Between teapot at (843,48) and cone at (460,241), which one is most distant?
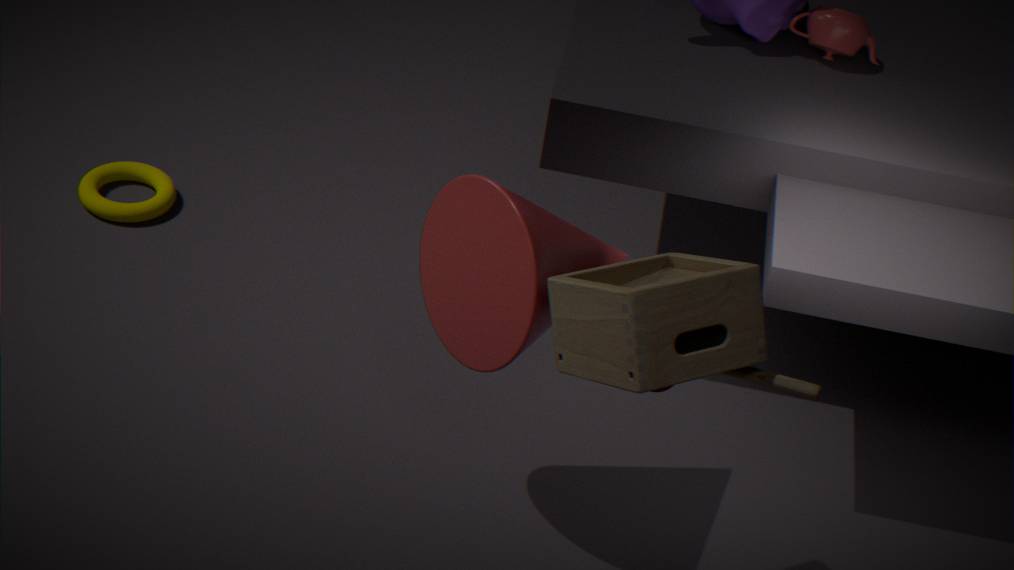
teapot at (843,48)
